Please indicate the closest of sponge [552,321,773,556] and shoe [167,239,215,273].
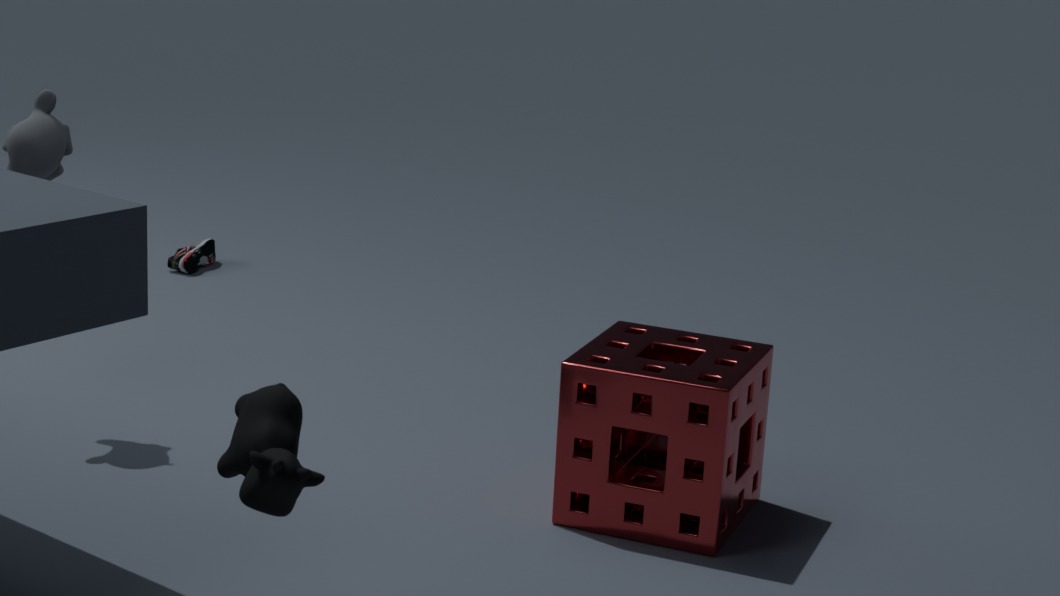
sponge [552,321,773,556]
